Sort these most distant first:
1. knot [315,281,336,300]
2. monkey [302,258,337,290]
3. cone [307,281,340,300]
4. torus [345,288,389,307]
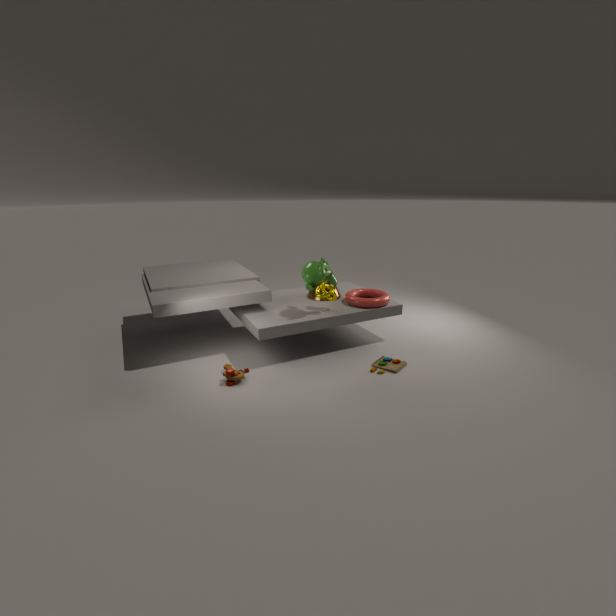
1. cone [307,281,340,300]
2. torus [345,288,389,307]
3. knot [315,281,336,300]
4. monkey [302,258,337,290]
